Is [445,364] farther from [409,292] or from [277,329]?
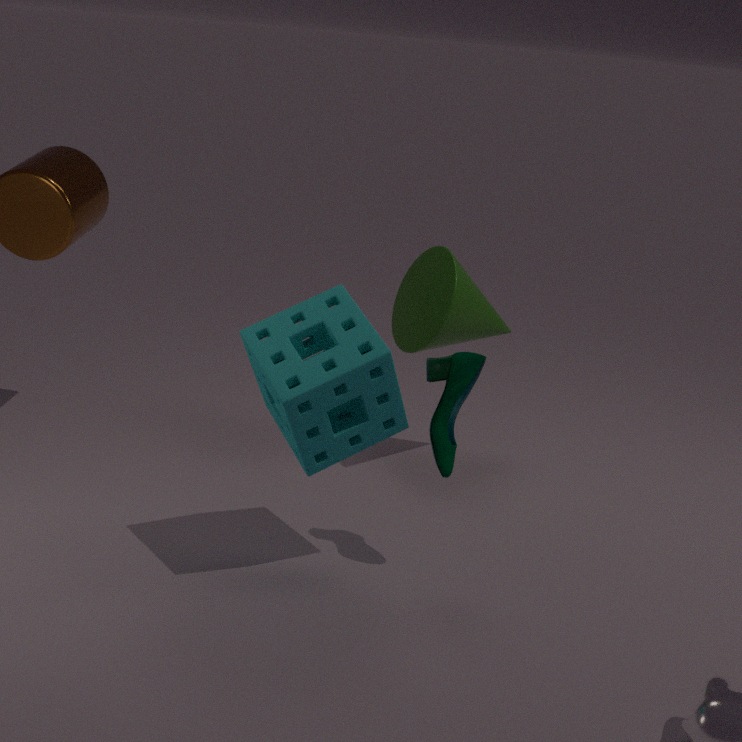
[409,292]
